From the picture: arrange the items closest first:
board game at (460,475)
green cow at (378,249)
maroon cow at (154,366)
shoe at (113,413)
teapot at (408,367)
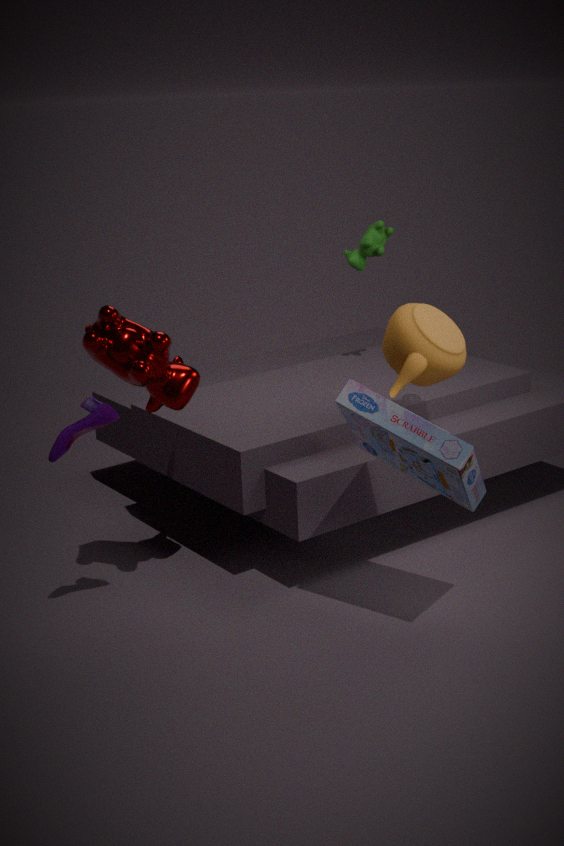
1. board game at (460,475)
2. shoe at (113,413)
3. maroon cow at (154,366)
4. teapot at (408,367)
5. green cow at (378,249)
